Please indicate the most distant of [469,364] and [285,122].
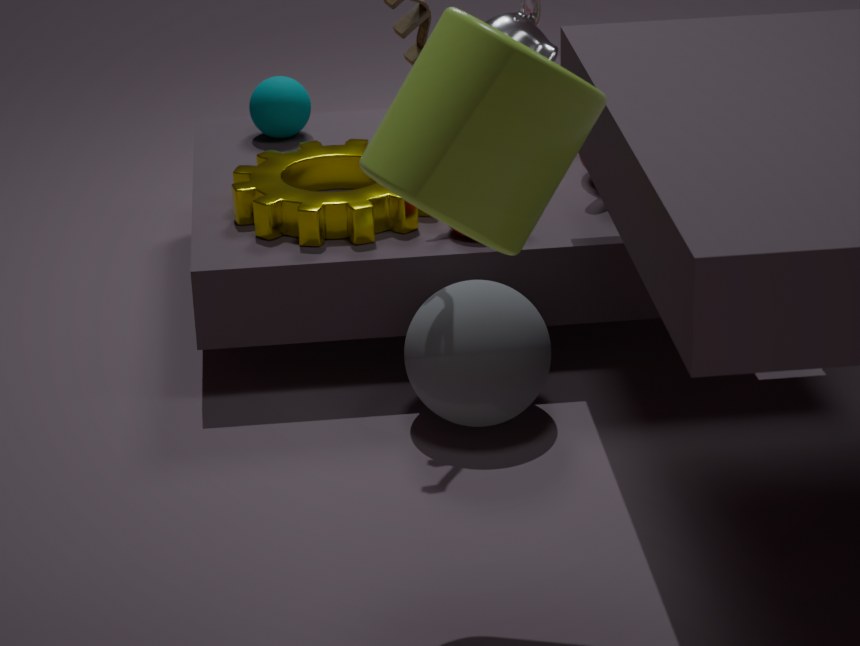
[285,122]
